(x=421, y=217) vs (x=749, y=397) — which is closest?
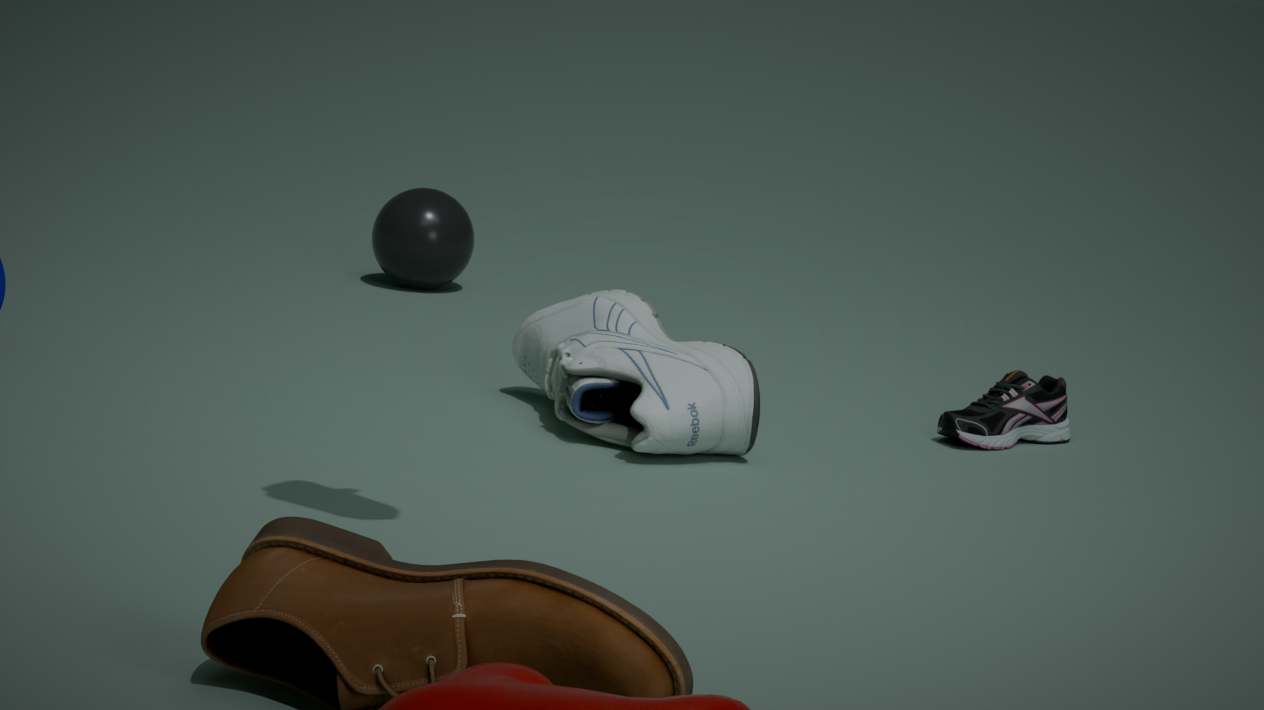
(x=749, y=397)
